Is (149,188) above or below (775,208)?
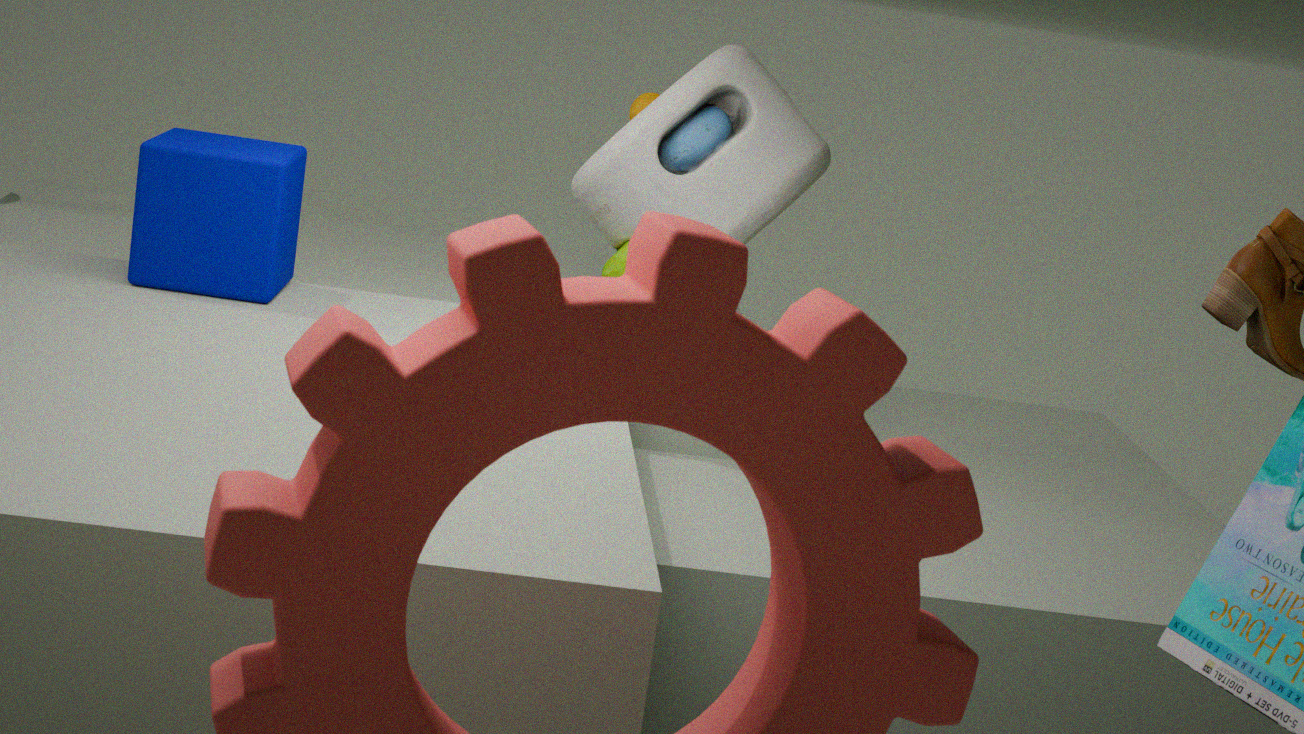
below
